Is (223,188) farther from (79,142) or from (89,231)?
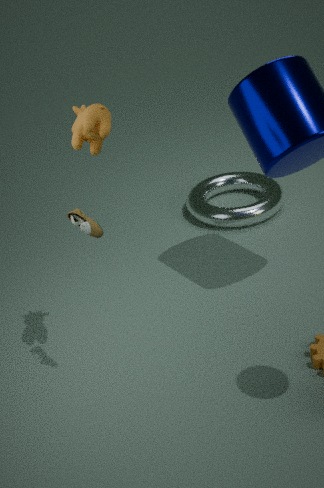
(79,142)
